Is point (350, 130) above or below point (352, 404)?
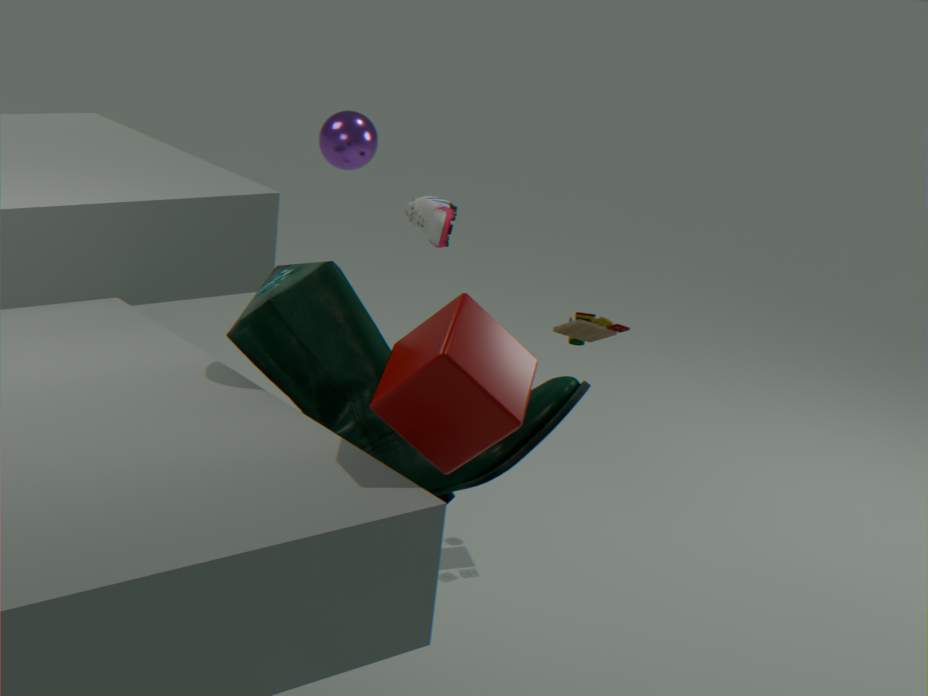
above
